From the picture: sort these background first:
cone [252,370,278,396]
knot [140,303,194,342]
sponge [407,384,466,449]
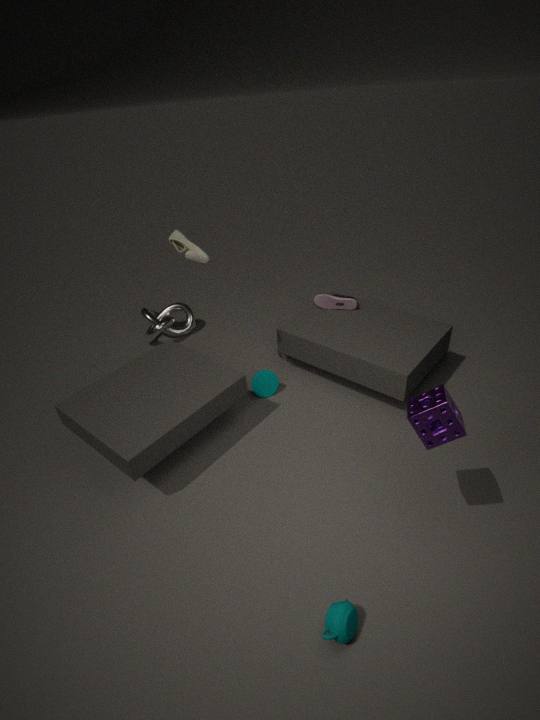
1. knot [140,303,194,342]
2. cone [252,370,278,396]
3. sponge [407,384,466,449]
